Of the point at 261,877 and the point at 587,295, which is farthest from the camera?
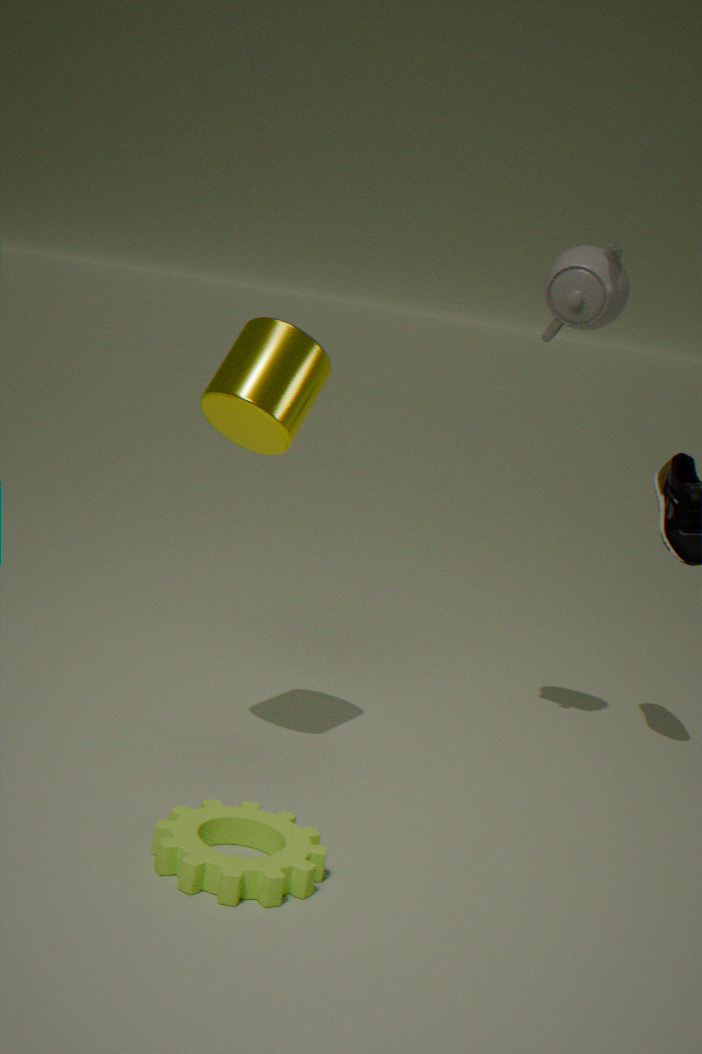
the point at 587,295
